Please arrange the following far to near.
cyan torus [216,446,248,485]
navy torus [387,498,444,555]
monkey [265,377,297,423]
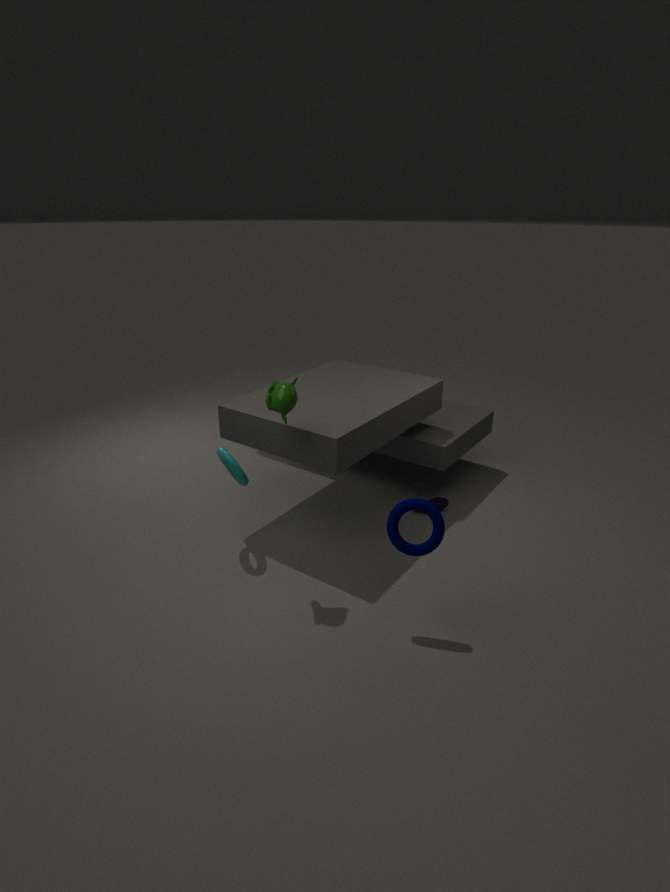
cyan torus [216,446,248,485]
monkey [265,377,297,423]
navy torus [387,498,444,555]
